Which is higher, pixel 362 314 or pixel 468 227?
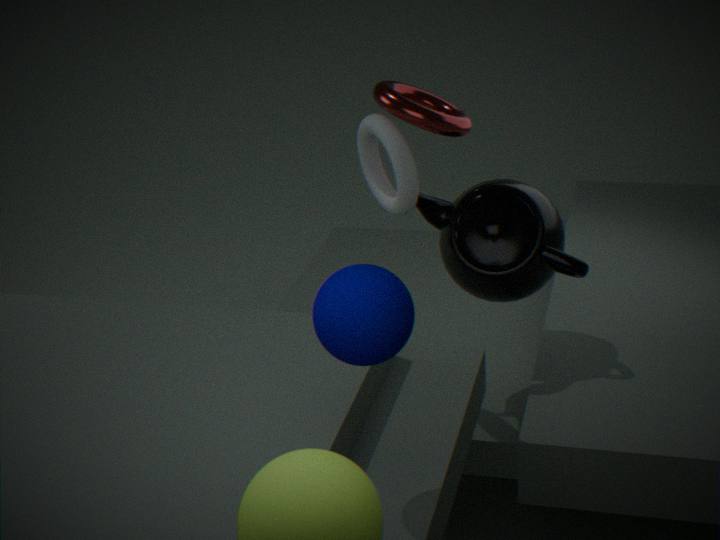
pixel 362 314
